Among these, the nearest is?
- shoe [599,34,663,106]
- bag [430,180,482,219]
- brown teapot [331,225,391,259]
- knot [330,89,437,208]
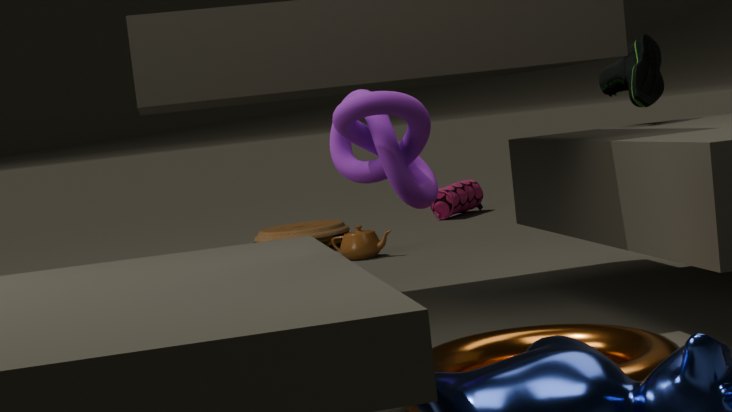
knot [330,89,437,208]
